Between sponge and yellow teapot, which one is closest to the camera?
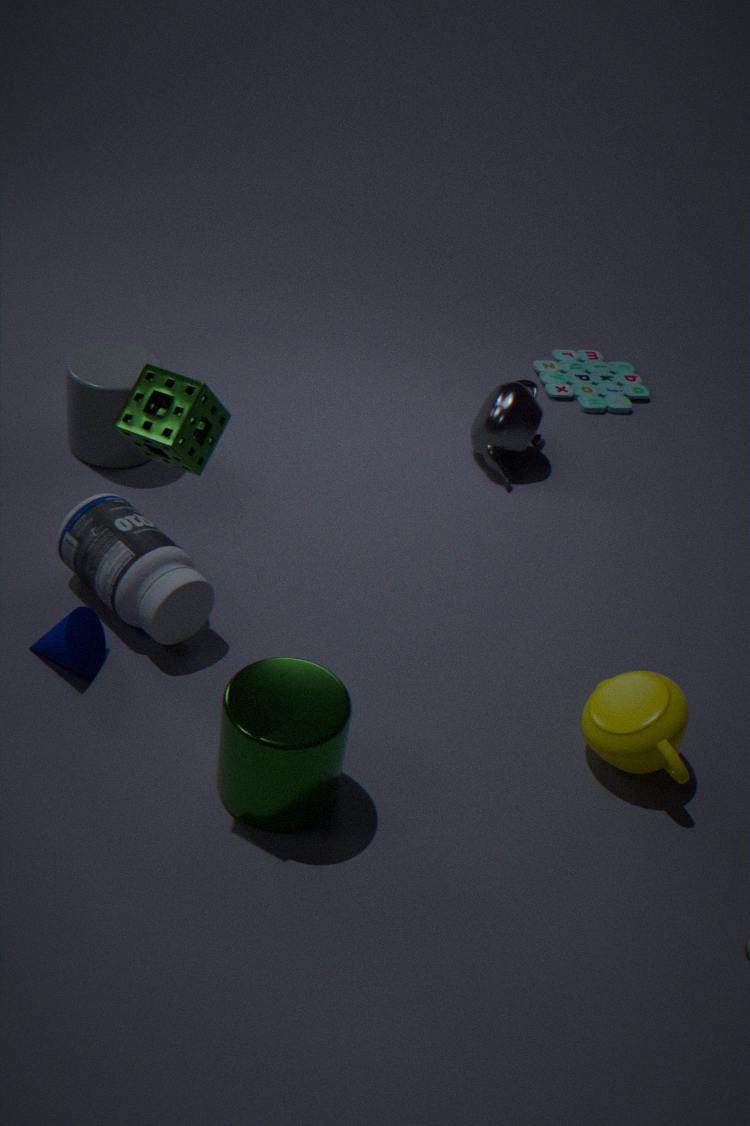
sponge
